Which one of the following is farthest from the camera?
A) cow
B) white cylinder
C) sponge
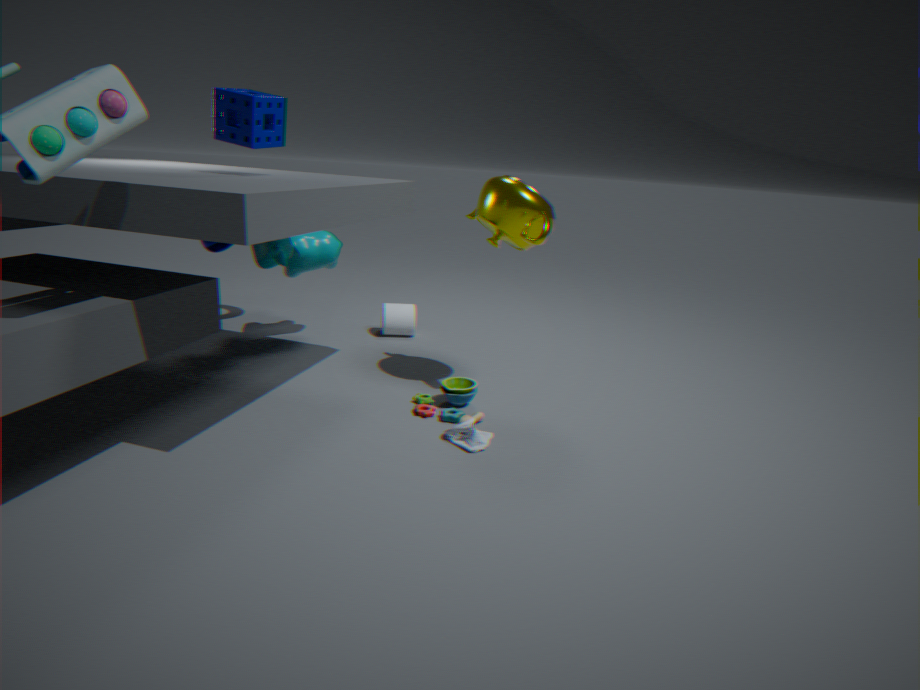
white cylinder
